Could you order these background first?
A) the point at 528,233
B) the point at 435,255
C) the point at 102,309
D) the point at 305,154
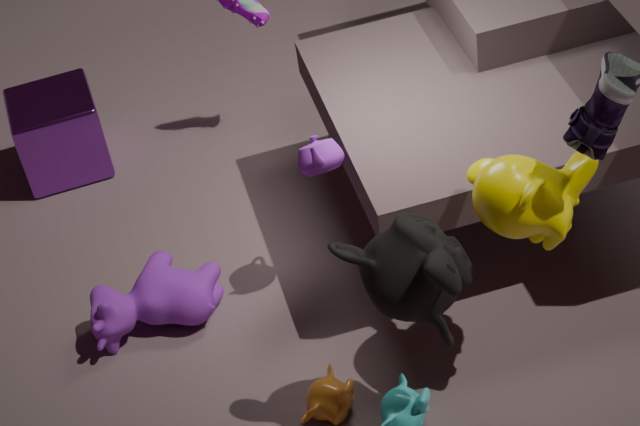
C. the point at 102,309 → D. the point at 305,154 → A. the point at 528,233 → B. the point at 435,255
